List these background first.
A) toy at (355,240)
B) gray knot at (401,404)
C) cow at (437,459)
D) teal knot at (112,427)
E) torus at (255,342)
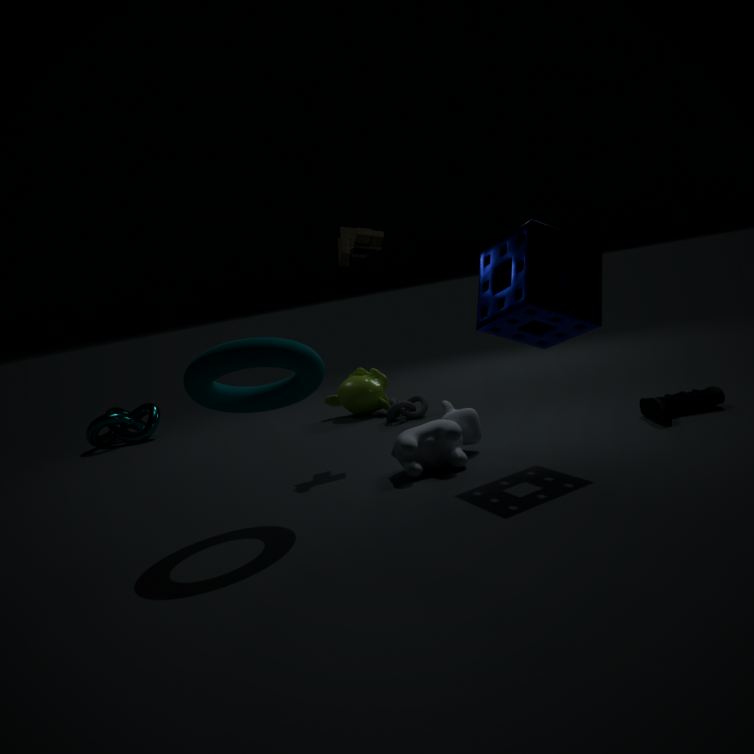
1. teal knot at (112,427)
2. gray knot at (401,404)
3. toy at (355,240)
4. cow at (437,459)
5. torus at (255,342)
